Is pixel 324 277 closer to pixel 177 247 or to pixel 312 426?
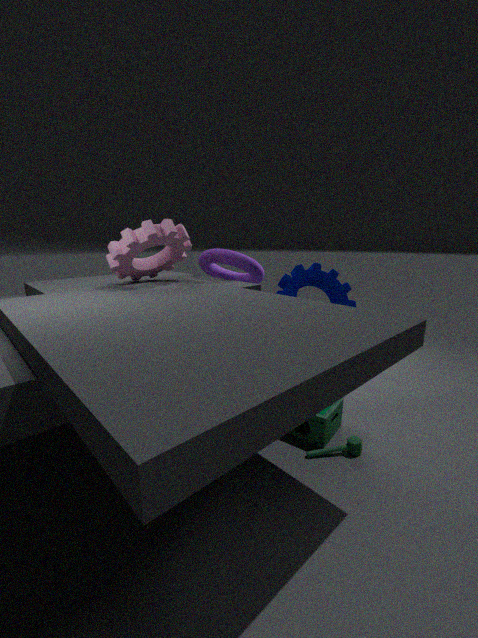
pixel 312 426
